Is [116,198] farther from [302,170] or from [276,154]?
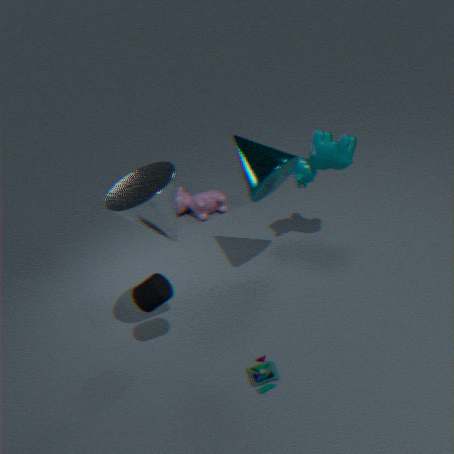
[302,170]
